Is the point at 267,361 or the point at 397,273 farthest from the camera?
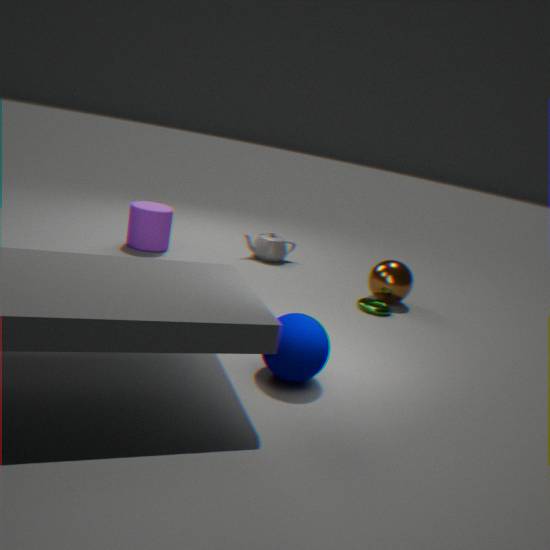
the point at 397,273
